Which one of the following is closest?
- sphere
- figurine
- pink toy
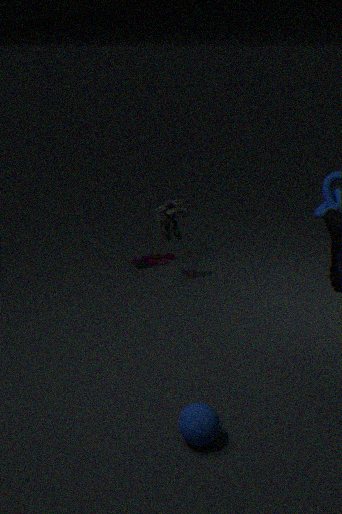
sphere
